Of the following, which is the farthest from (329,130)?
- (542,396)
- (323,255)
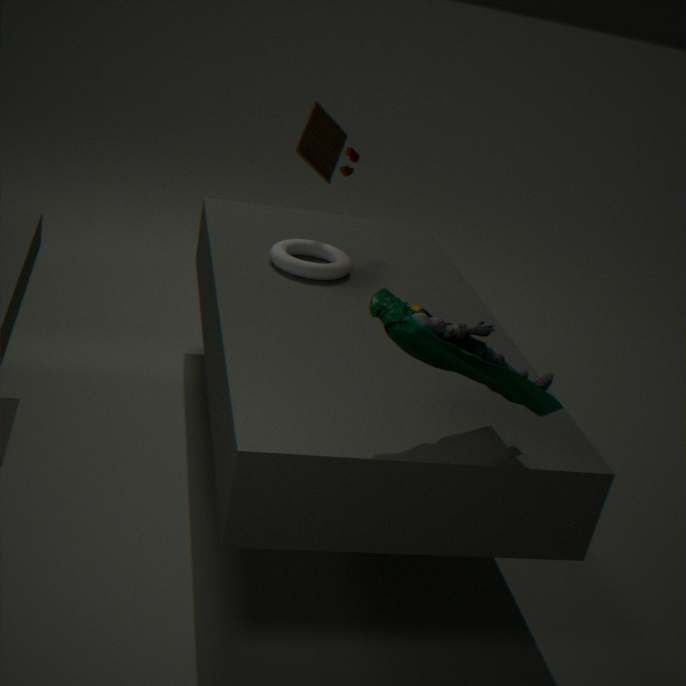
(542,396)
